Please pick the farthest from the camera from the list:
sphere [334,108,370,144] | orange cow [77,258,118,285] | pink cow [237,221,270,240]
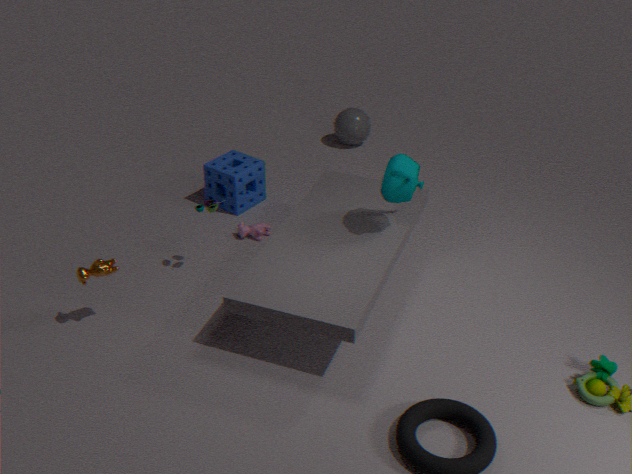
sphere [334,108,370,144]
